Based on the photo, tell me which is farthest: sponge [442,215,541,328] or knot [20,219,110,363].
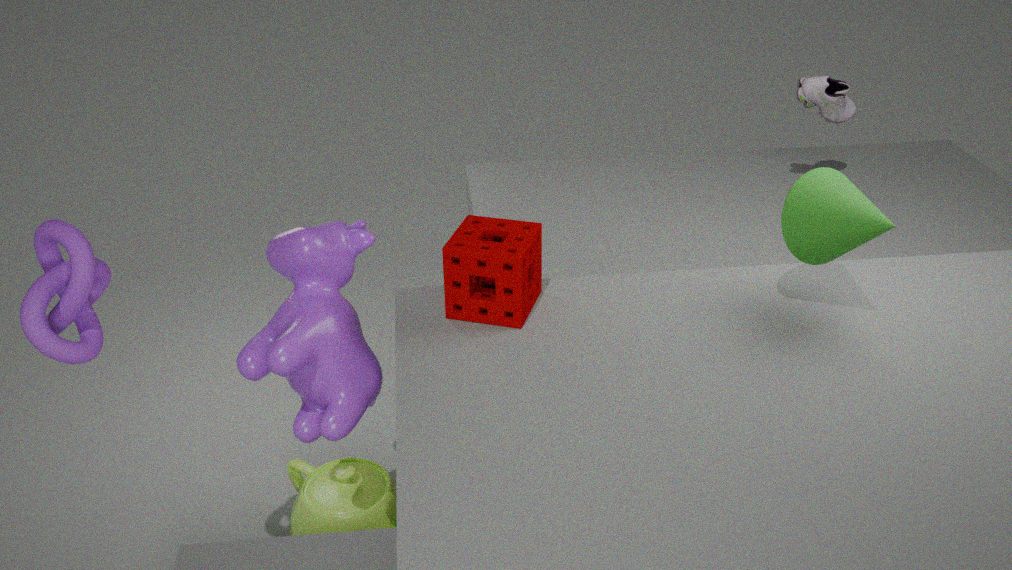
sponge [442,215,541,328]
